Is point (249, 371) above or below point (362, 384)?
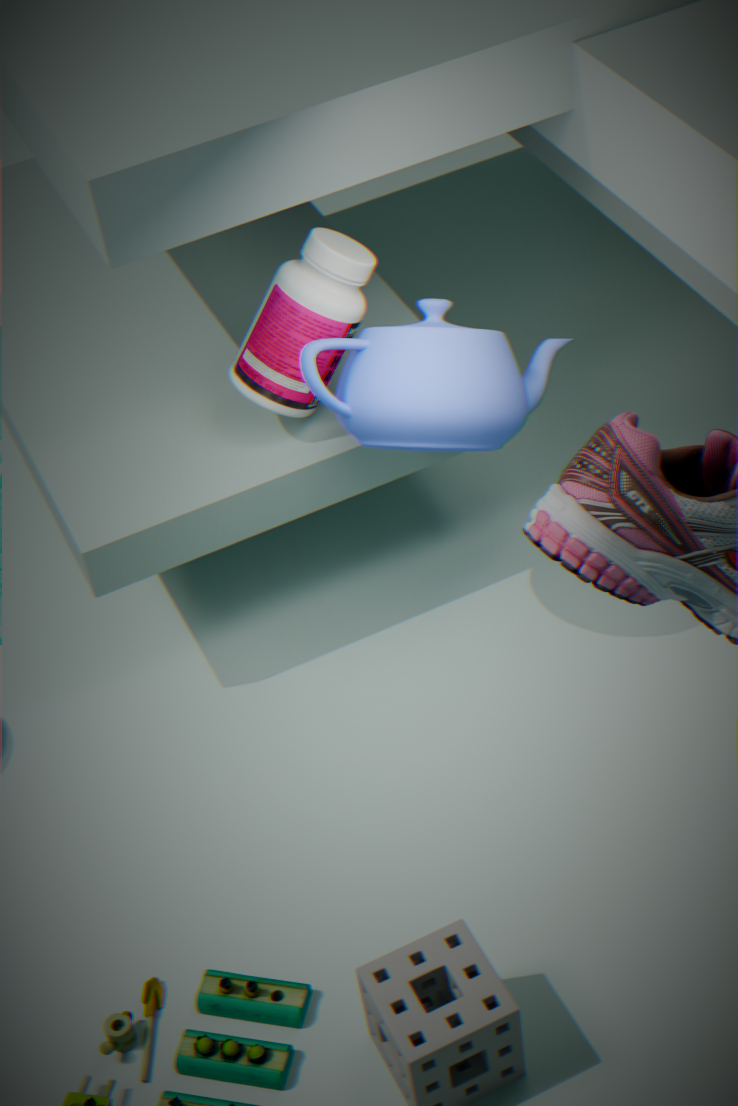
above
